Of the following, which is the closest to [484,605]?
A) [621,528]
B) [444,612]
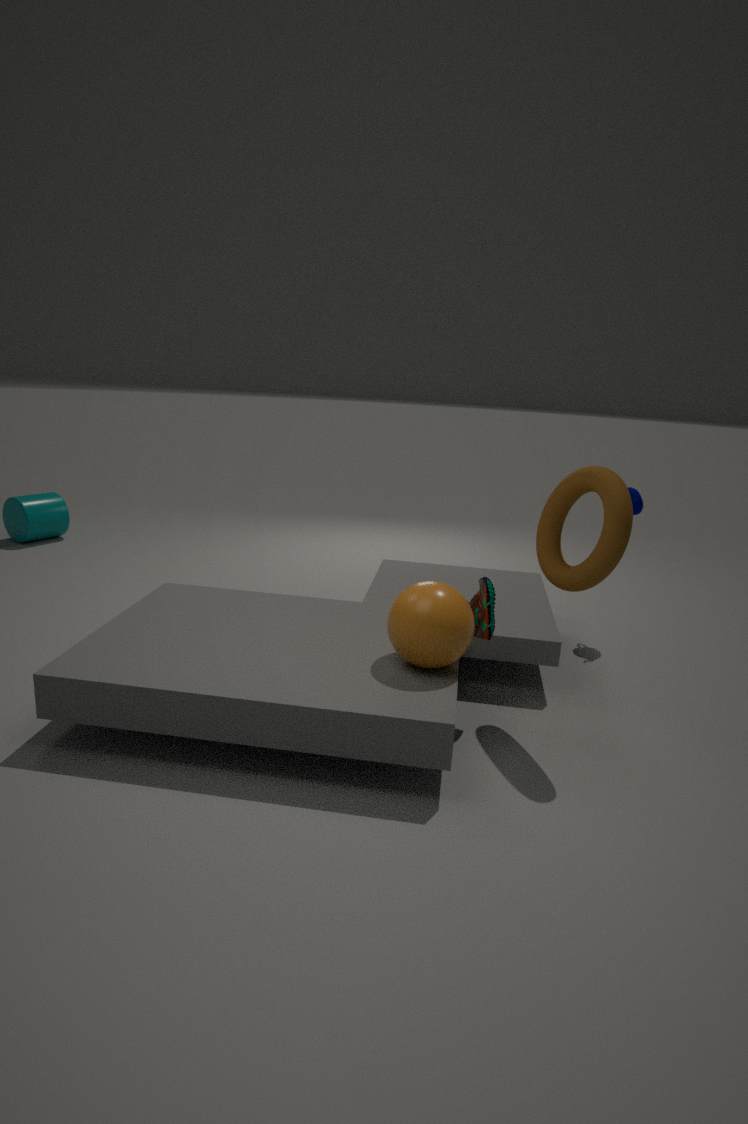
[444,612]
